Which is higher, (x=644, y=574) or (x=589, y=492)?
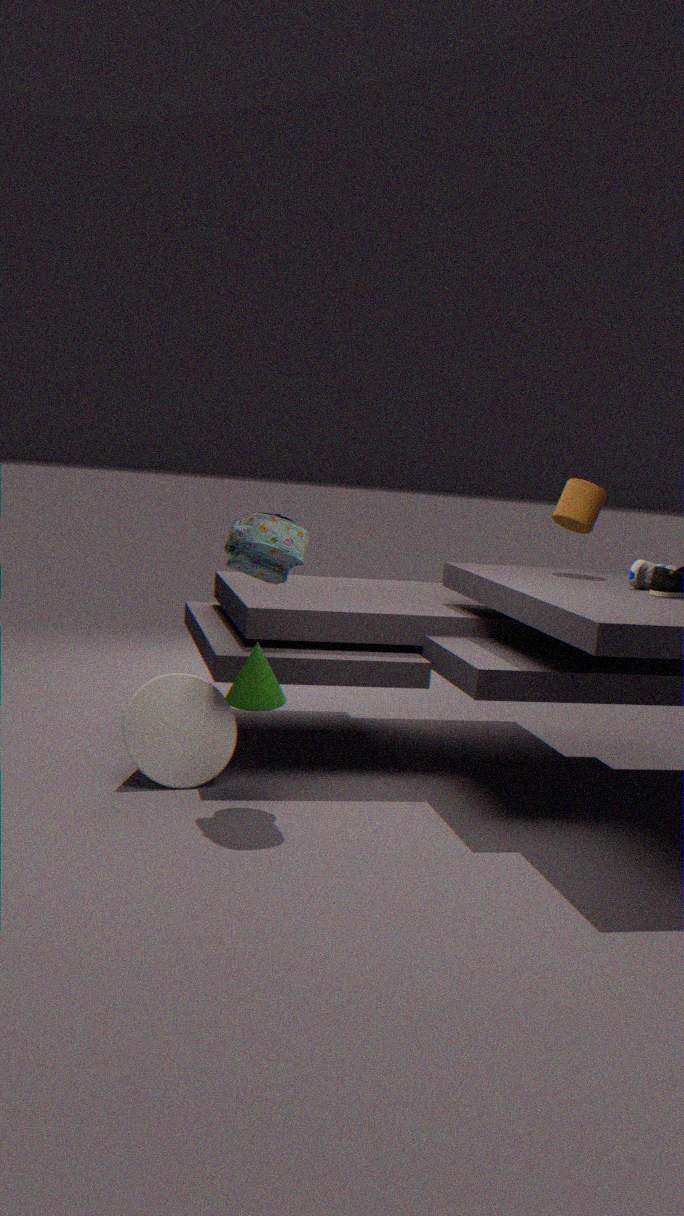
(x=589, y=492)
